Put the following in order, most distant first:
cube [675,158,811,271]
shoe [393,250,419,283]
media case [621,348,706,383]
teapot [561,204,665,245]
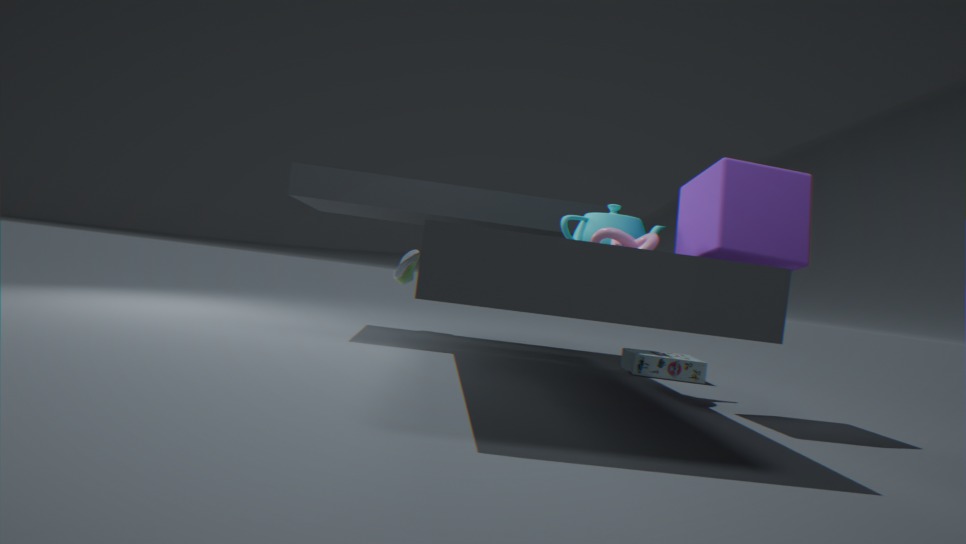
shoe [393,250,419,283] < media case [621,348,706,383] < teapot [561,204,665,245] < cube [675,158,811,271]
